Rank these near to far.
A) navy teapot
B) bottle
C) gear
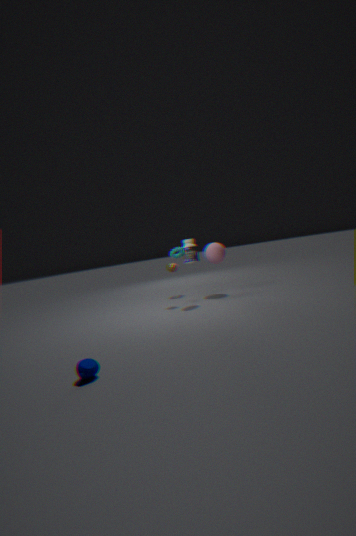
navy teapot → bottle → gear
